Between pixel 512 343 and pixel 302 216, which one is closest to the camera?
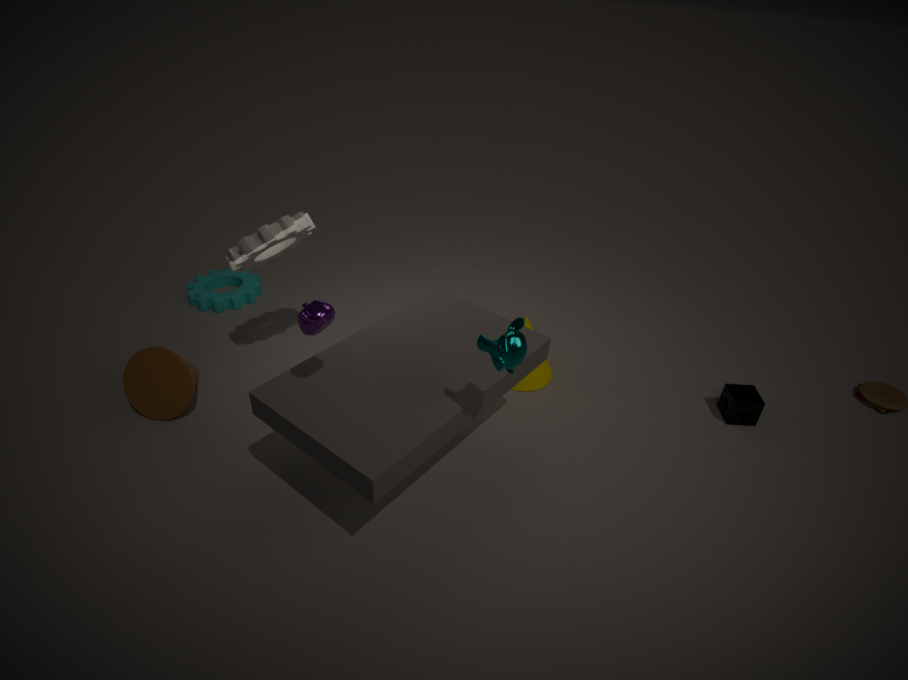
pixel 512 343
